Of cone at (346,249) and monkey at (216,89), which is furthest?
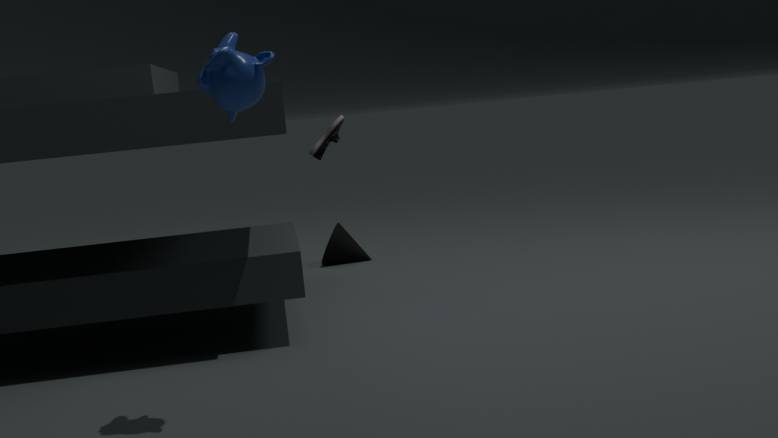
cone at (346,249)
